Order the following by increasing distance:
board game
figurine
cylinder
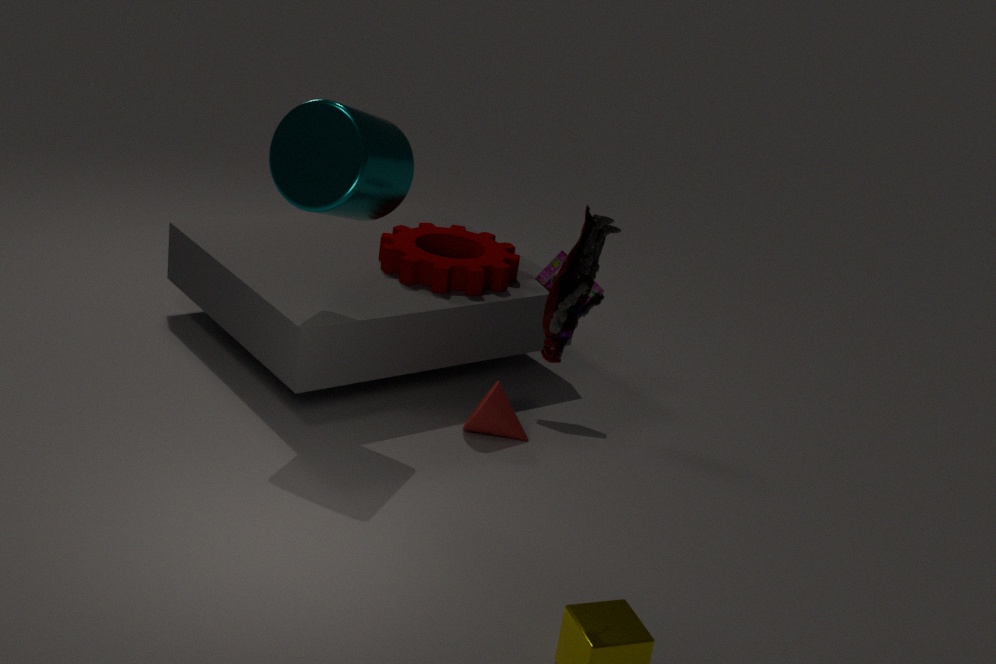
figurine
cylinder
board game
